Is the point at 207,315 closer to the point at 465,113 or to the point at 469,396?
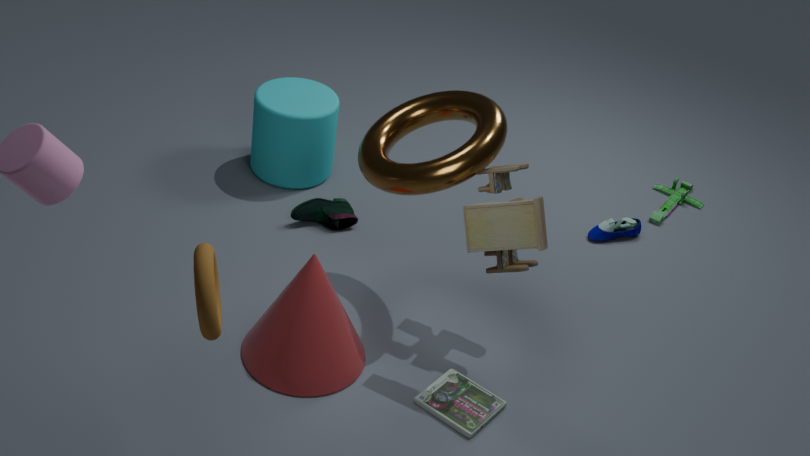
the point at 469,396
